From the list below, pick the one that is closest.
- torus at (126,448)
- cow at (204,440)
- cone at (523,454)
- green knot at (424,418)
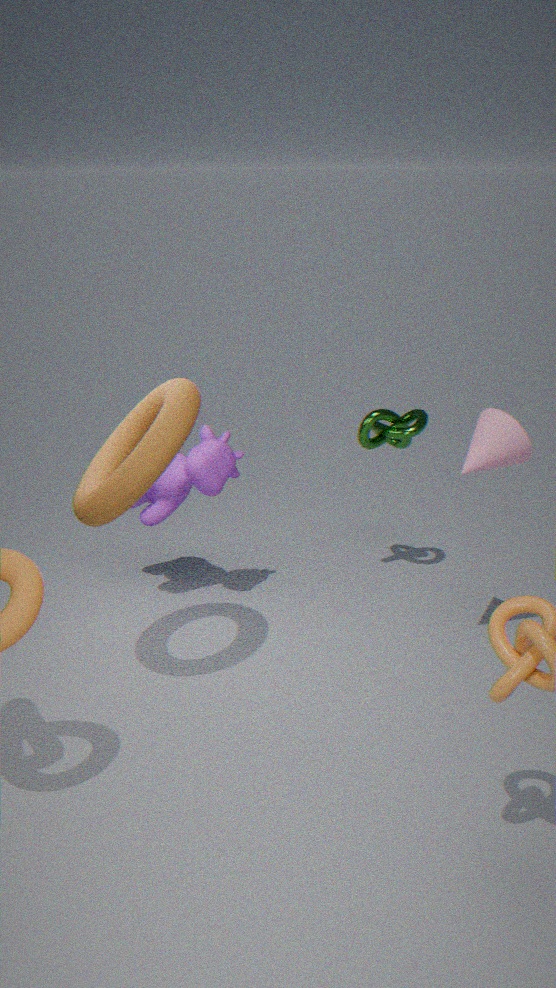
torus at (126,448)
